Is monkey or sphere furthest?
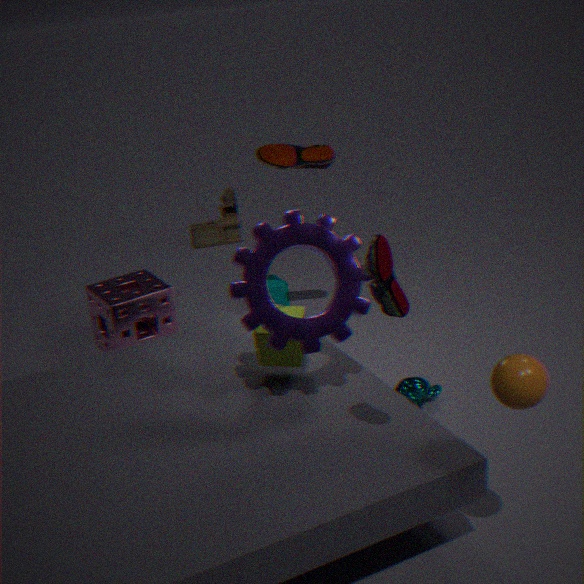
monkey
